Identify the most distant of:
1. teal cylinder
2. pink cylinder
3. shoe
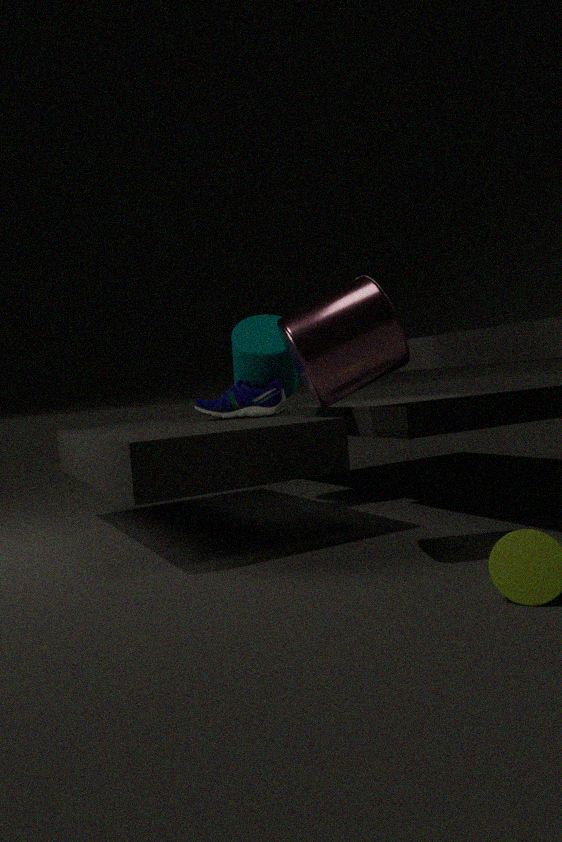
teal cylinder
